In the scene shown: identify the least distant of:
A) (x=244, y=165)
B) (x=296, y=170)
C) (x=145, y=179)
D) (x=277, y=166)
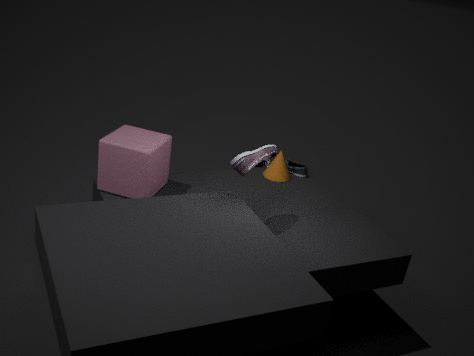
(x=244, y=165)
